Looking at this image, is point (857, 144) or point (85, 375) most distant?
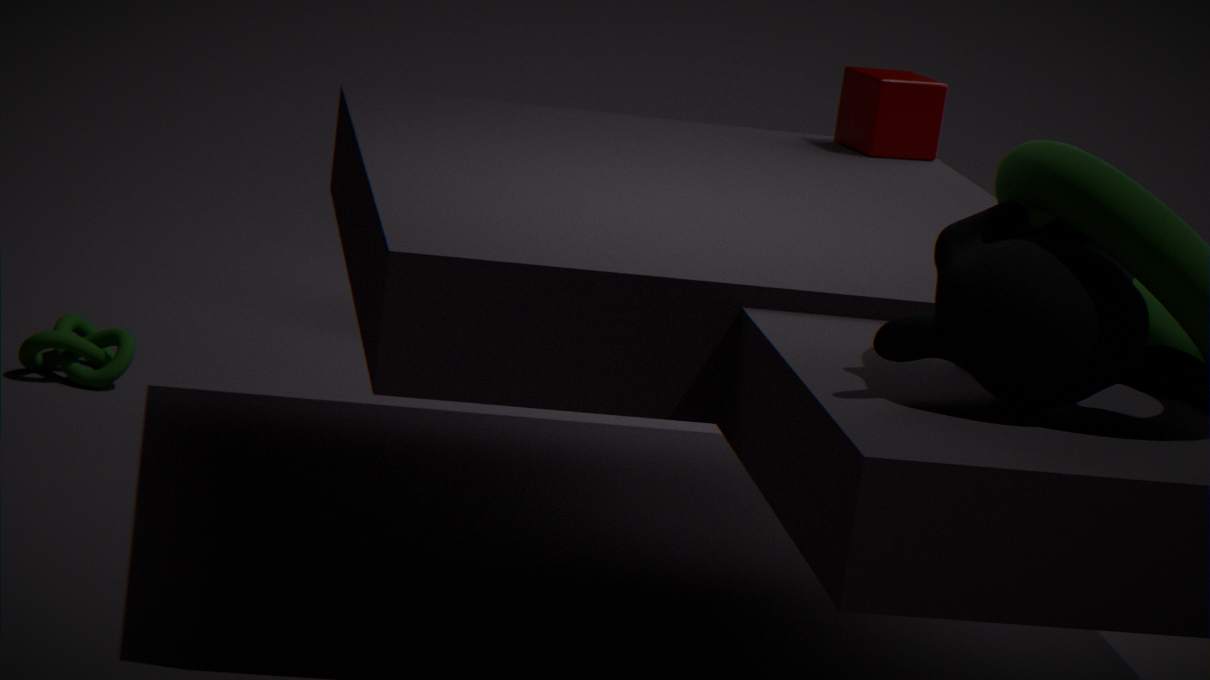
point (85, 375)
